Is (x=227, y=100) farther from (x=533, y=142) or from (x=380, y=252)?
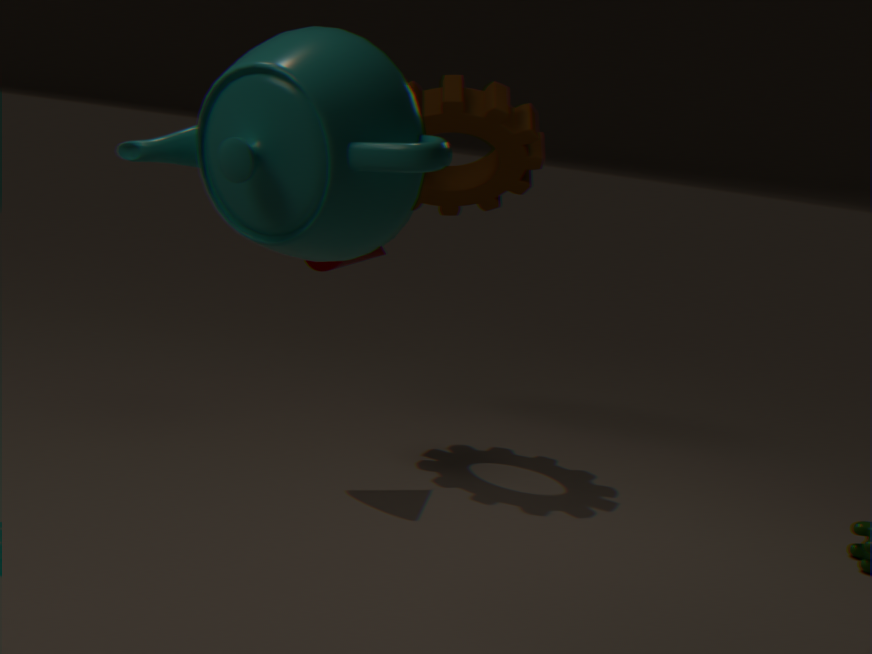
(x=533, y=142)
